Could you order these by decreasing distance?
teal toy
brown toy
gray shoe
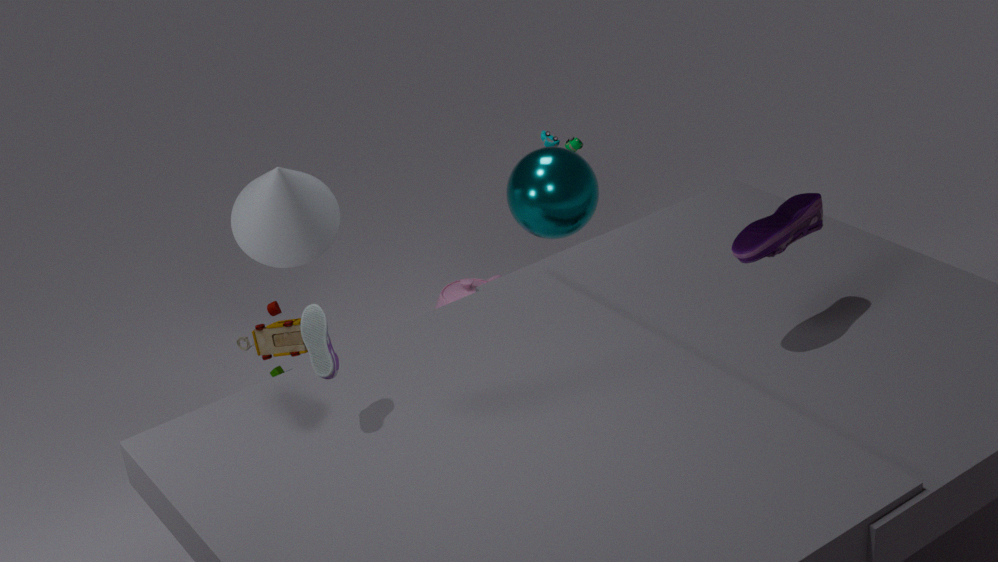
teal toy, brown toy, gray shoe
